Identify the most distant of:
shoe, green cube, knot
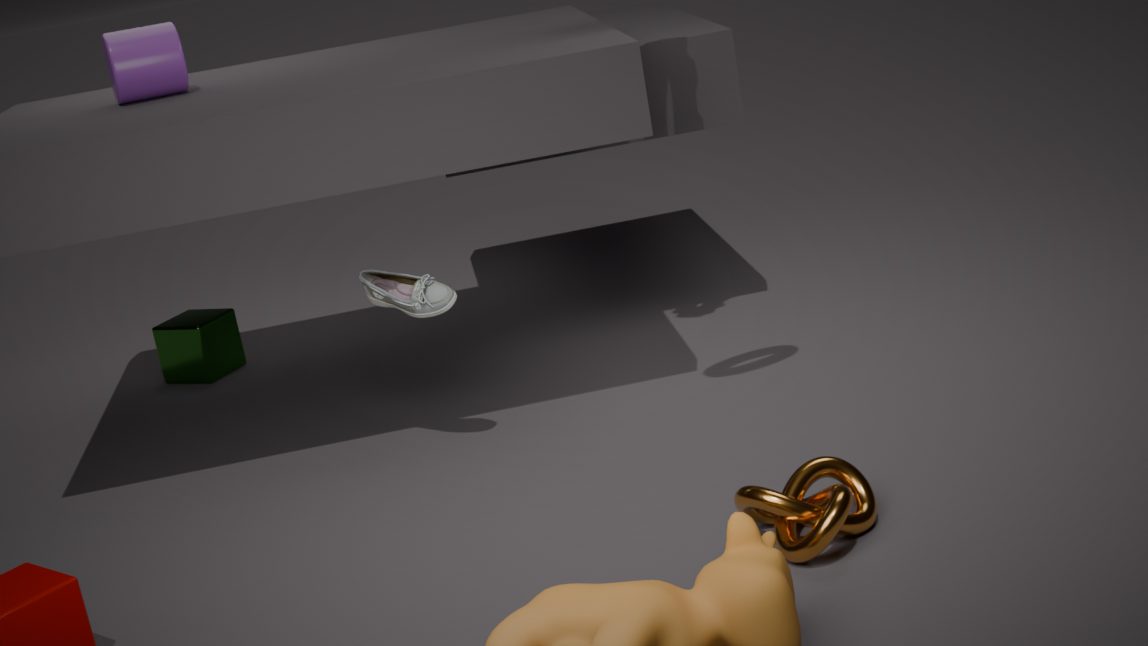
green cube
